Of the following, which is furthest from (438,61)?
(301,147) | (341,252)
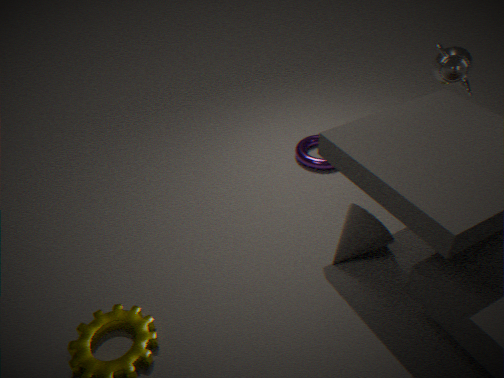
(341,252)
